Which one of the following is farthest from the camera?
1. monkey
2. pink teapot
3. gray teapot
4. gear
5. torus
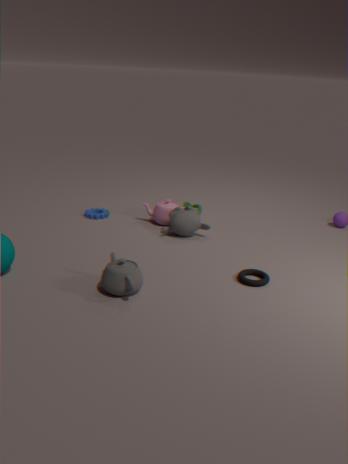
gear
